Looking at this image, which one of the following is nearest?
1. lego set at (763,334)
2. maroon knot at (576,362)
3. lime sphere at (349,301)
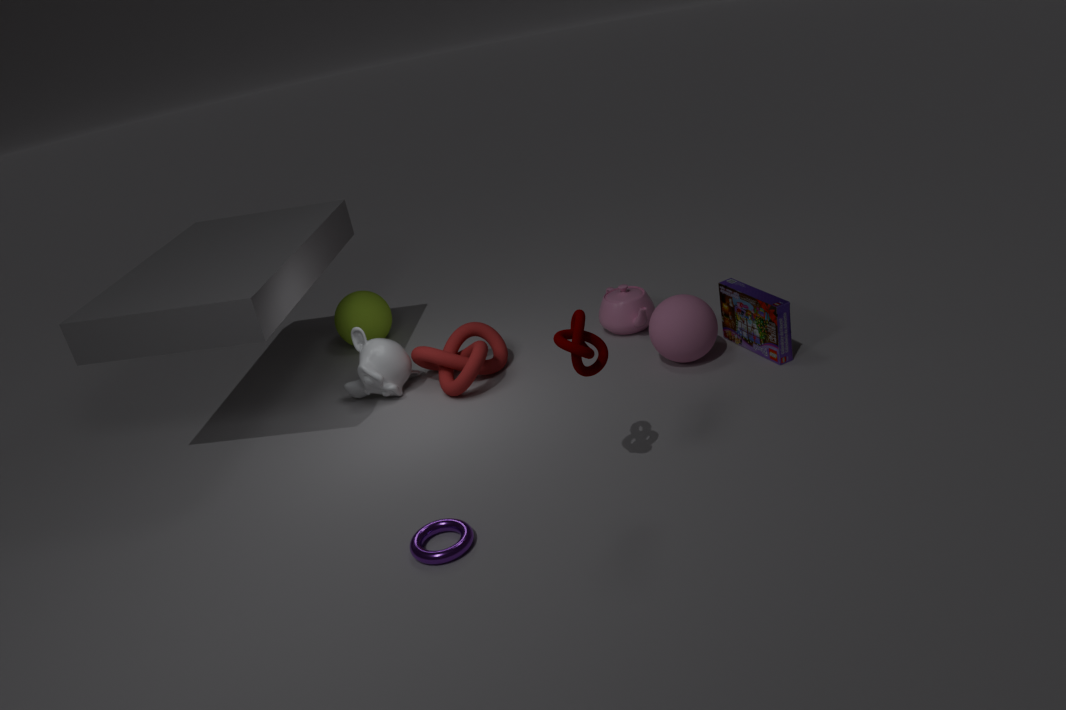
maroon knot at (576,362)
